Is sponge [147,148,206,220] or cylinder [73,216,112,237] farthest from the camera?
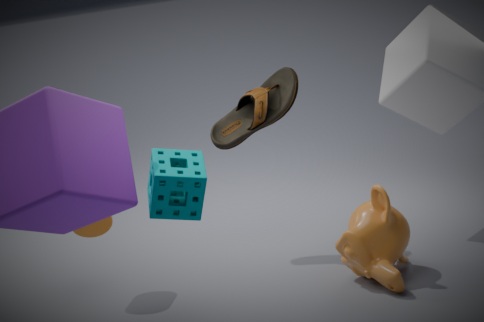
cylinder [73,216,112,237]
